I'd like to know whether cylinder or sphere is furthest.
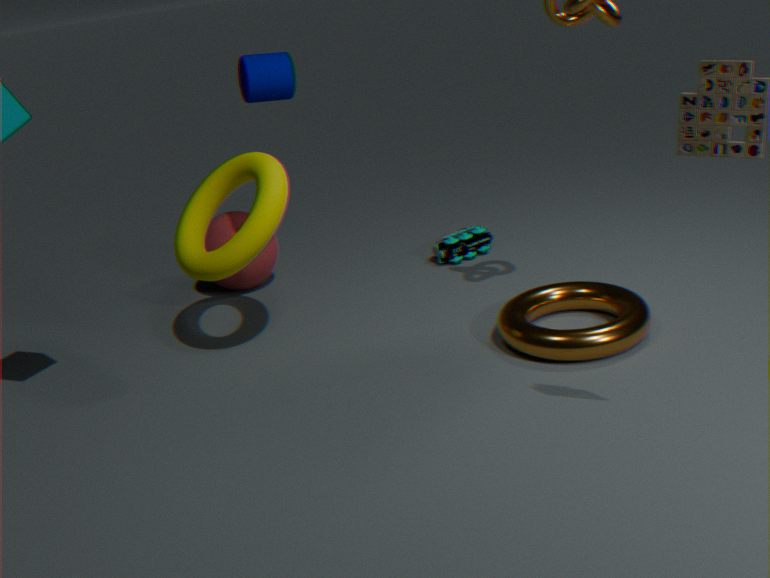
sphere
